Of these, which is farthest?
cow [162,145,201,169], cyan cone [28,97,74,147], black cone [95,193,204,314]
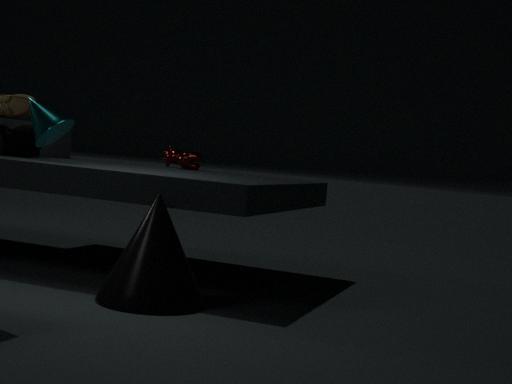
cow [162,145,201,169]
